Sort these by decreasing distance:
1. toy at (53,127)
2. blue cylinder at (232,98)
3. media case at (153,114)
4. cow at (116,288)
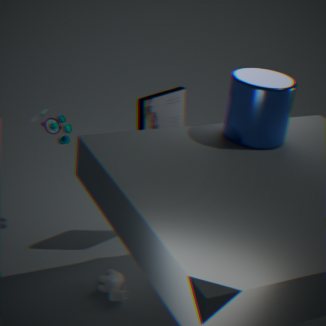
toy at (53,127) < media case at (153,114) < cow at (116,288) < blue cylinder at (232,98)
